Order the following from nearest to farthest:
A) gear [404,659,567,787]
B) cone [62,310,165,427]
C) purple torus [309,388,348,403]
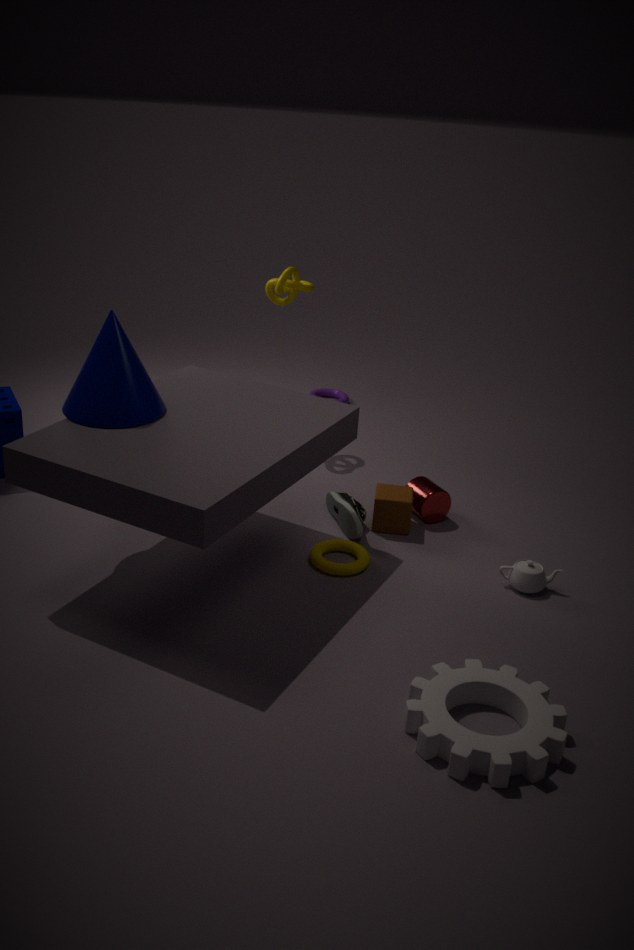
gear [404,659,567,787], cone [62,310,165,427], purple torus [309,388,348,403]
